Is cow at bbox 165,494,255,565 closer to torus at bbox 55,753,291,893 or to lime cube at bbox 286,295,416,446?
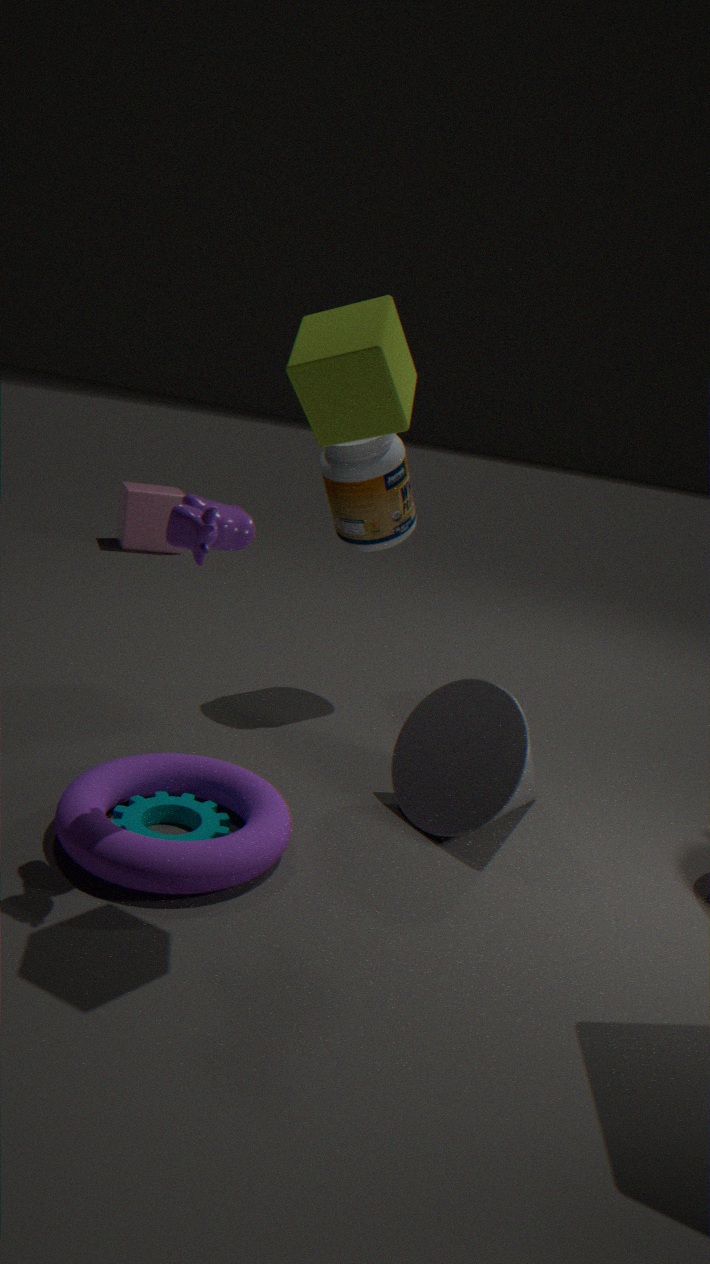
lime cube at bbox 286,295,416,446
